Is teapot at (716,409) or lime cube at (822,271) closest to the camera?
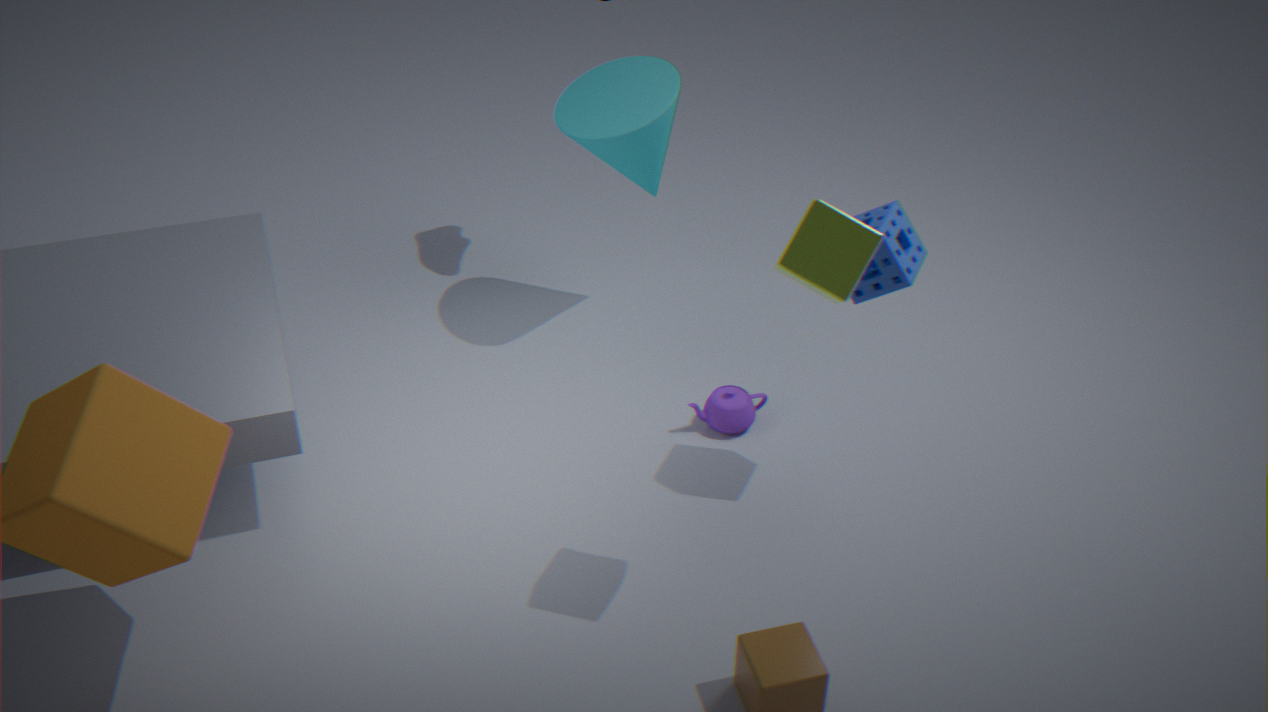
lime cube at (822,271)
